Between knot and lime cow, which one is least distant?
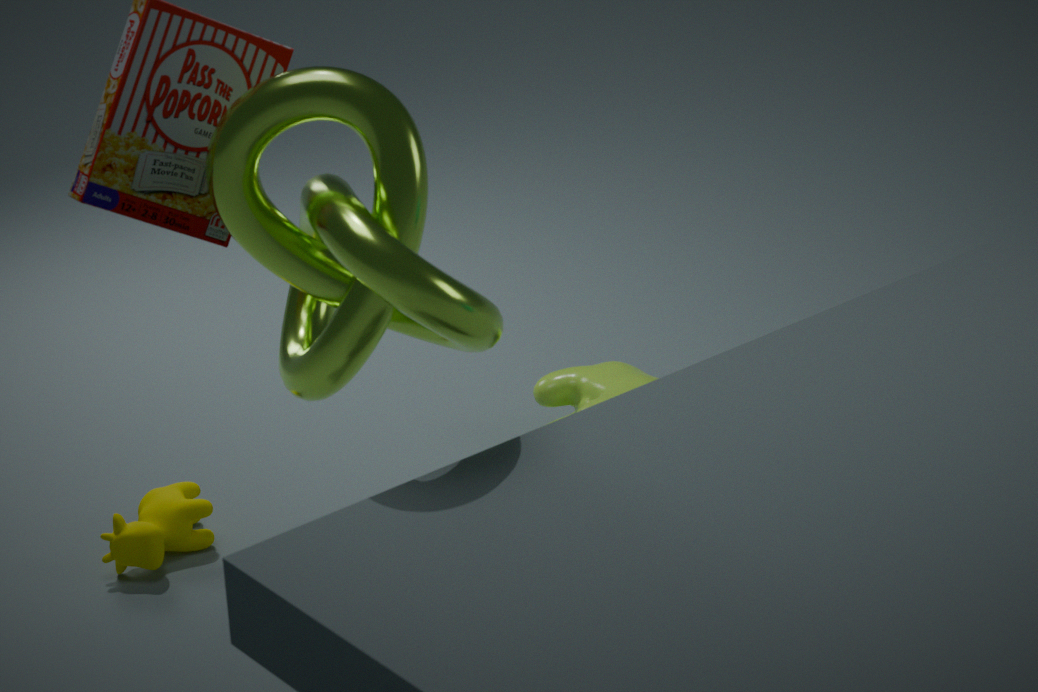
knot
